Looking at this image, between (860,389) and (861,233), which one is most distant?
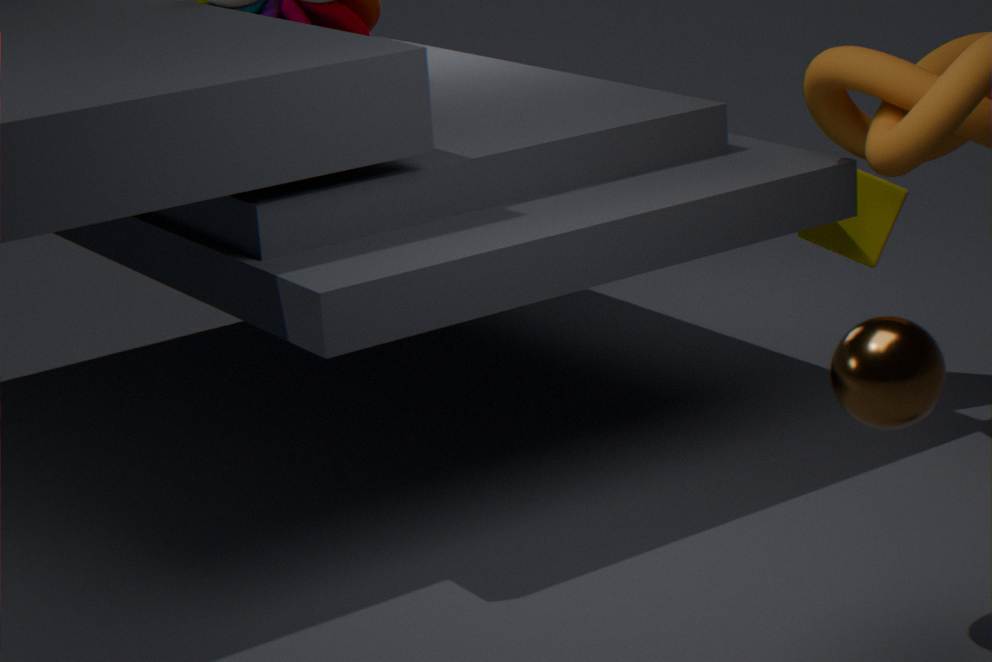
(861,233)
